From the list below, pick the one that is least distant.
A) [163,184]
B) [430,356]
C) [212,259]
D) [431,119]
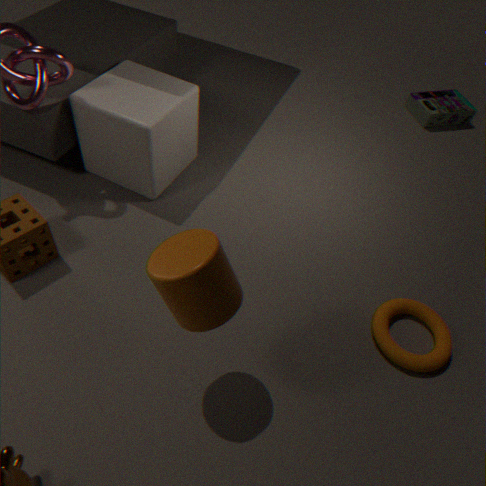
[212,259]
